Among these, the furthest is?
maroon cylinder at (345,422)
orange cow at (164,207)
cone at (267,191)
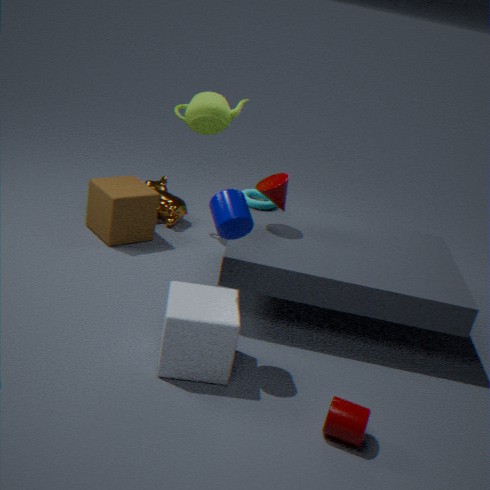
orange cow at (164,207)
